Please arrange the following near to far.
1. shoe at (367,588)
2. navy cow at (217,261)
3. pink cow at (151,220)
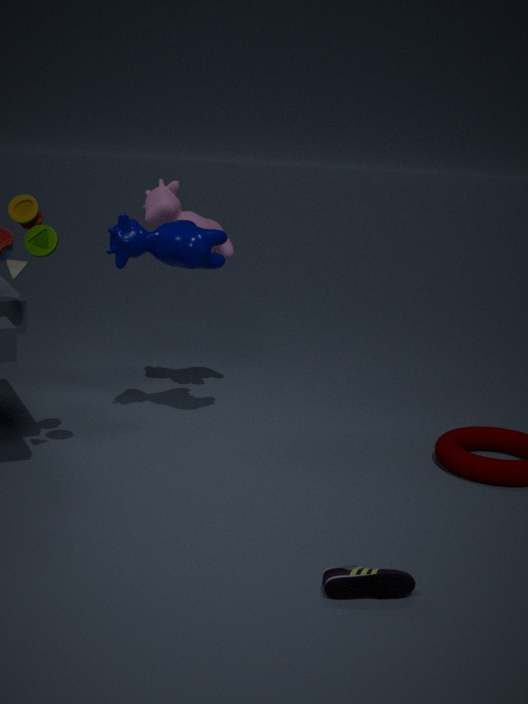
shoe at (367,588)
navy cow at (217,261)
pink cow at (151,220)
